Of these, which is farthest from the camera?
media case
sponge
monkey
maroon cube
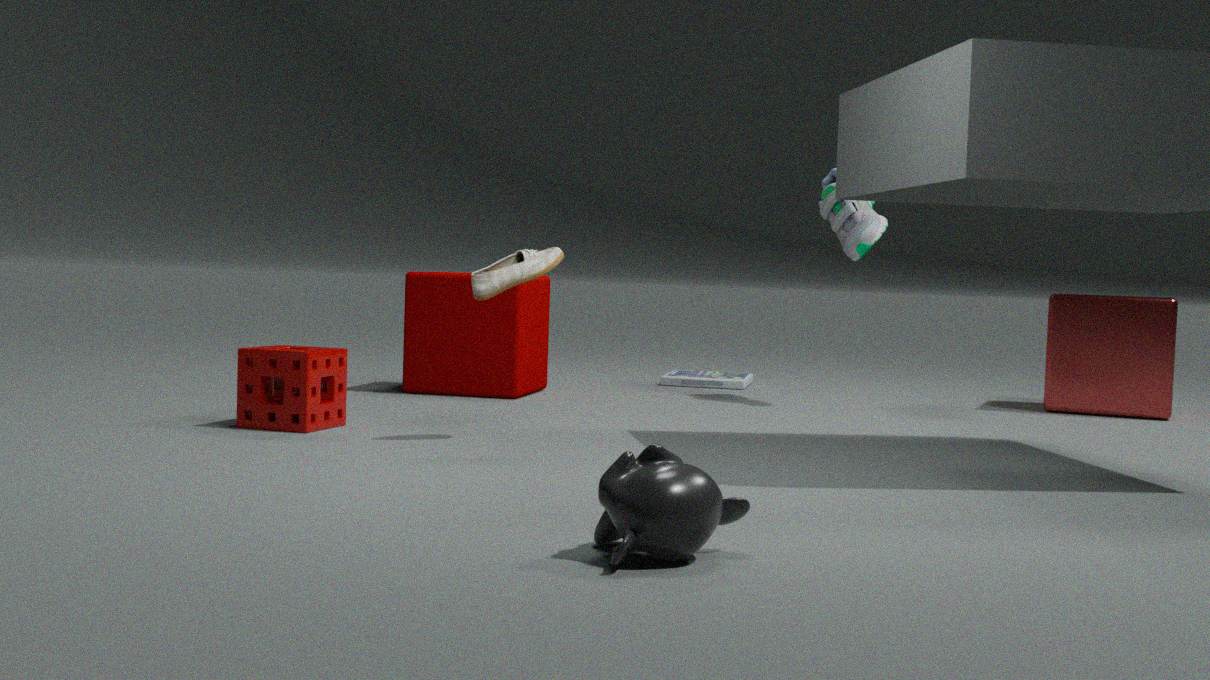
media case
